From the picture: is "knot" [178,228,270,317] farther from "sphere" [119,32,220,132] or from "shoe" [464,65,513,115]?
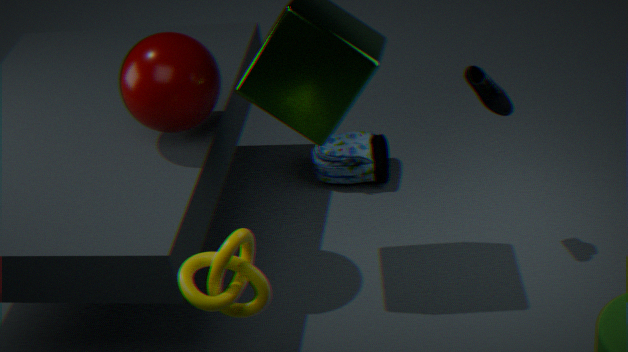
"shoe" [464,65,513,115]
